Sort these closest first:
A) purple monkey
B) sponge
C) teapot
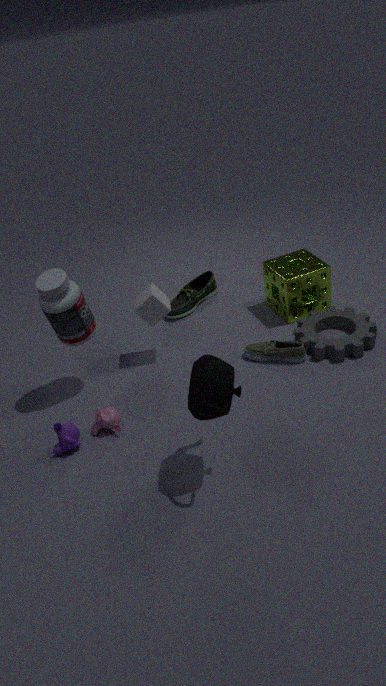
1. teapot
2. purple monkey
3. sponge
